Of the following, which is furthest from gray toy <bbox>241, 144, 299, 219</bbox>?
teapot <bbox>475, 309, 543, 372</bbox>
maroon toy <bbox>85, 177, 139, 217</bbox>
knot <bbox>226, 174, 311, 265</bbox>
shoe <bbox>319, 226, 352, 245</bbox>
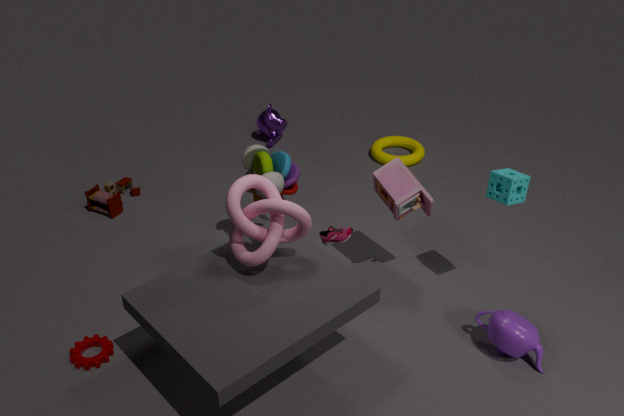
teapot <bbox>475, 309, 543, 372</bbox>
